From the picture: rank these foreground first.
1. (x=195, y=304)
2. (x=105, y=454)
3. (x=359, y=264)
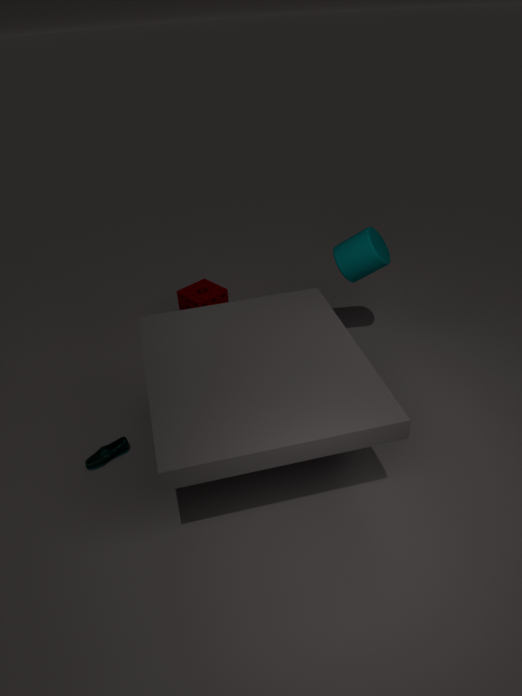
(x=105, y=454) < (x=359, y=264) < (x=195, y=304)
